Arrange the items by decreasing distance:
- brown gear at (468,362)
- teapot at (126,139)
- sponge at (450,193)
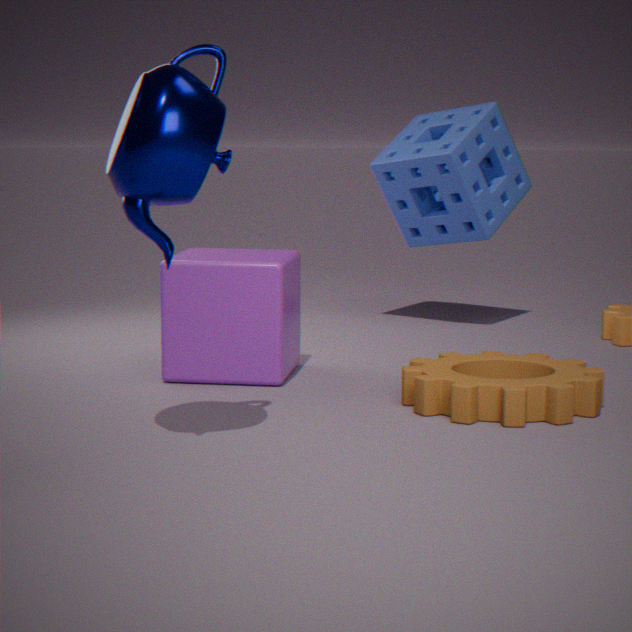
sponge at (450,193), brown gear at (468,362), teapot at (126,139)
